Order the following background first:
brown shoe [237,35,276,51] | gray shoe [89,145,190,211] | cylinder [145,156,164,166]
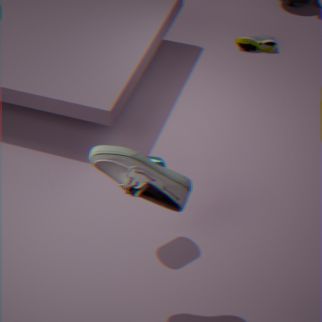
brown shoe [237,35,276,51] → cylinder [145,156,164,166] → gray shoe [89,145,190,211]
